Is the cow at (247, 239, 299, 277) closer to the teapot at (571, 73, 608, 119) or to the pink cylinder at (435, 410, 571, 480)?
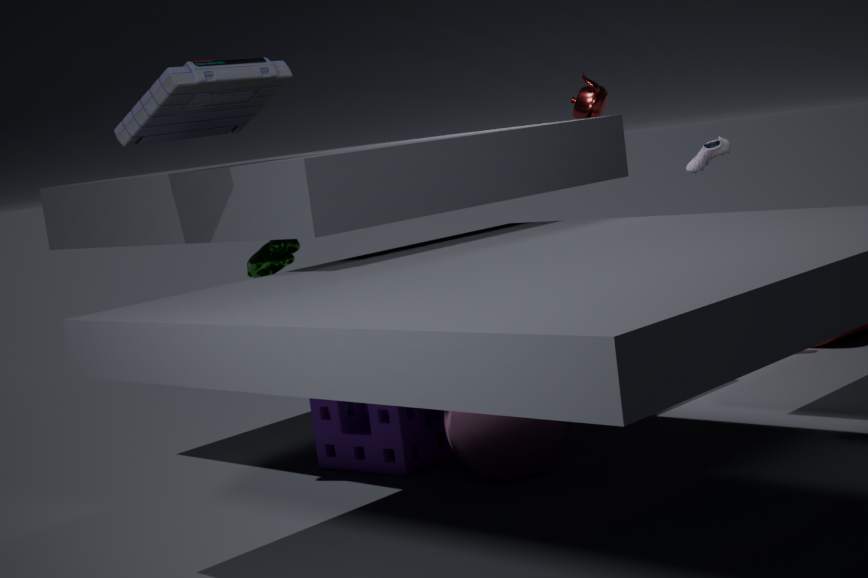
the pink cylinder at (435, 410, 571, 480)
